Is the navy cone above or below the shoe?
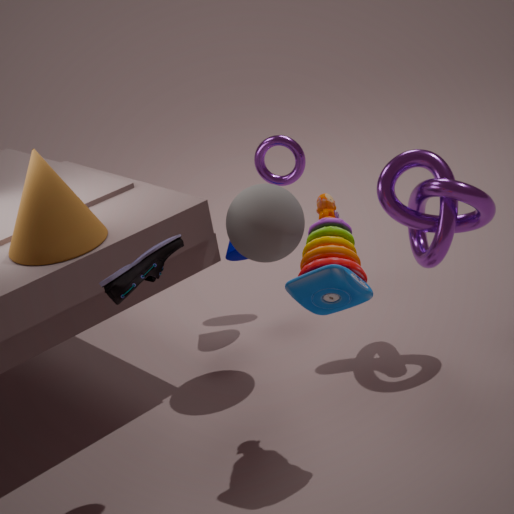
below
